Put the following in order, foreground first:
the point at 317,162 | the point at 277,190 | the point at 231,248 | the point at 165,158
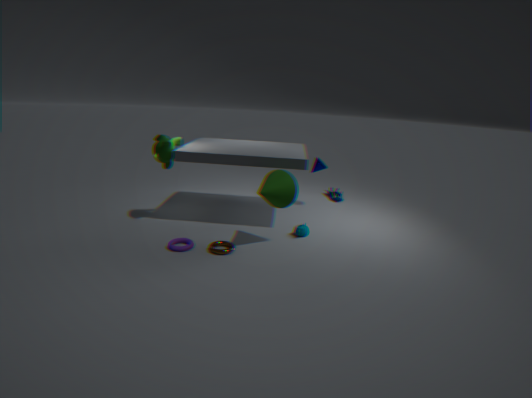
the point at 277,190
the point at 231,248
the point at 165,158
the point at 317,162
